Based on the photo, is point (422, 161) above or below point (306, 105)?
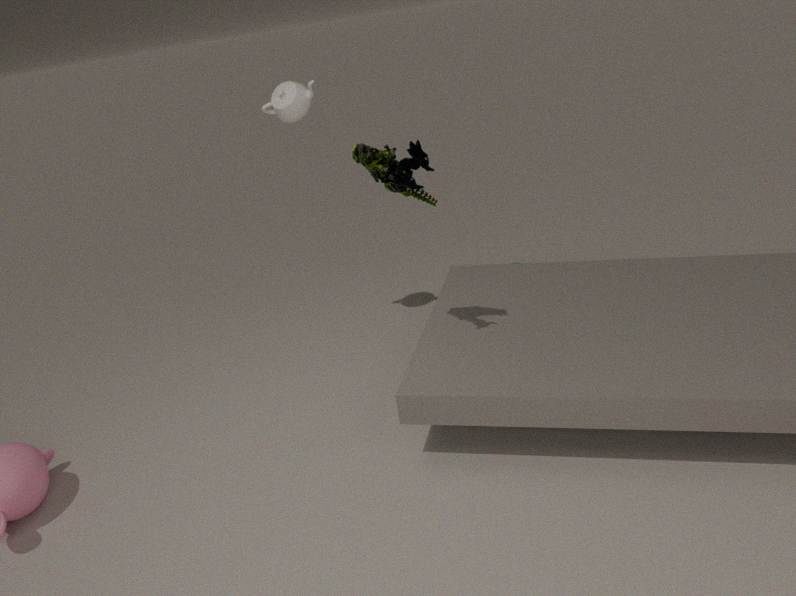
below
